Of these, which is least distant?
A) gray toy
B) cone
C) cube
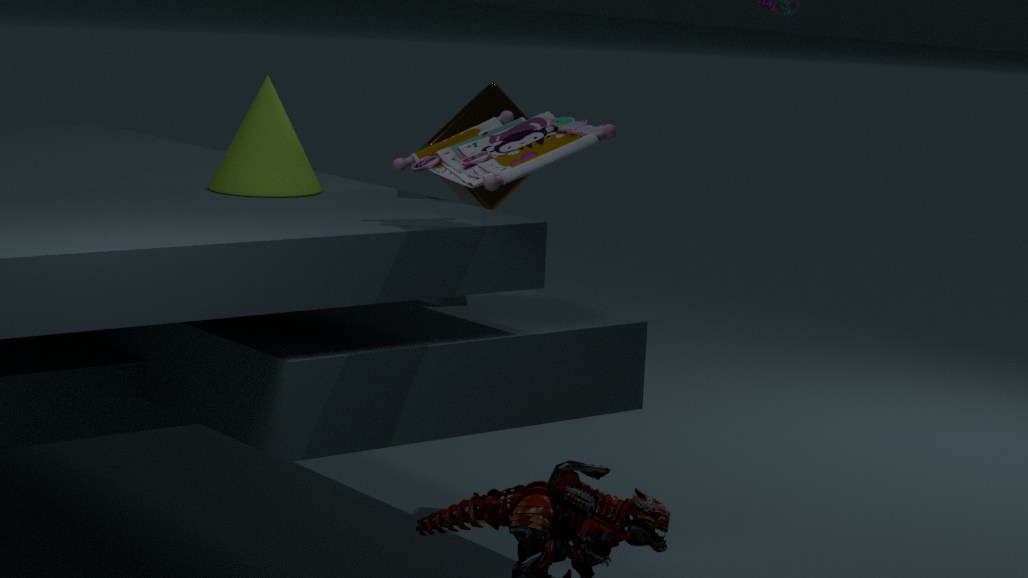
gray toy
